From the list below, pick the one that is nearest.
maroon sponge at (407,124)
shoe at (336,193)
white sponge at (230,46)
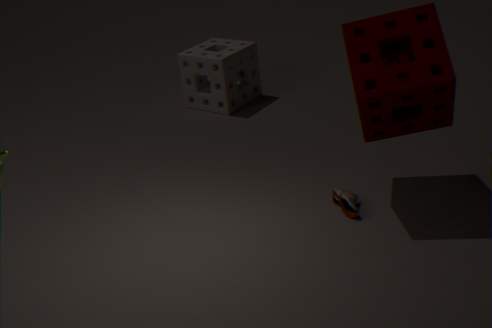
maroon sponge at (407,124)
